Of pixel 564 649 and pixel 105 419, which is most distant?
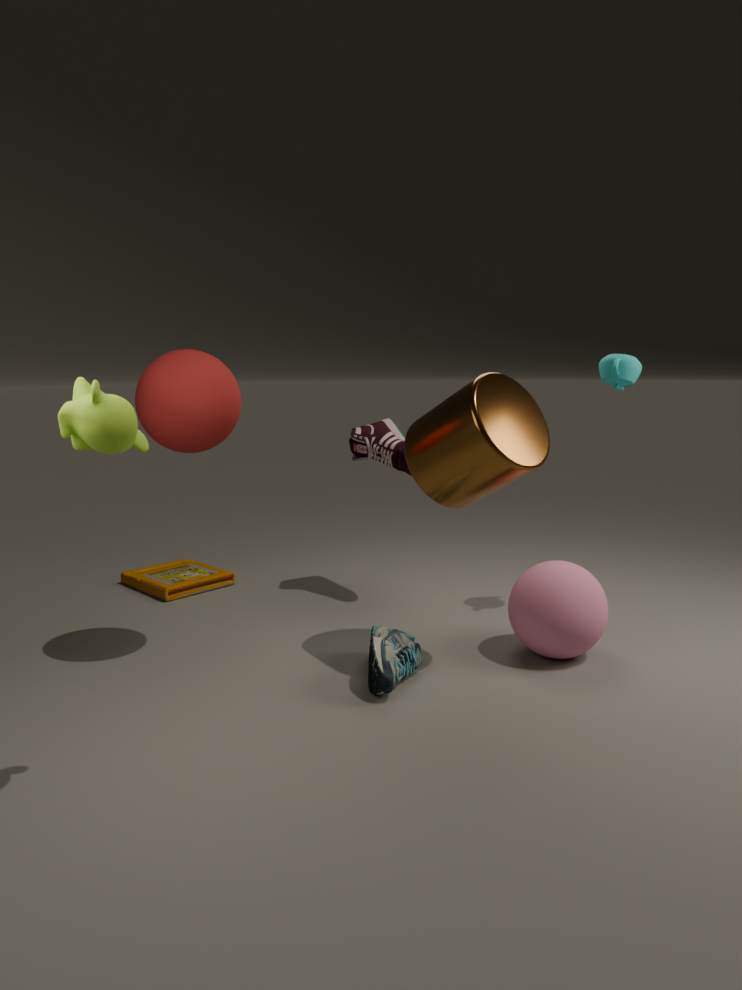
pixel 564 649
